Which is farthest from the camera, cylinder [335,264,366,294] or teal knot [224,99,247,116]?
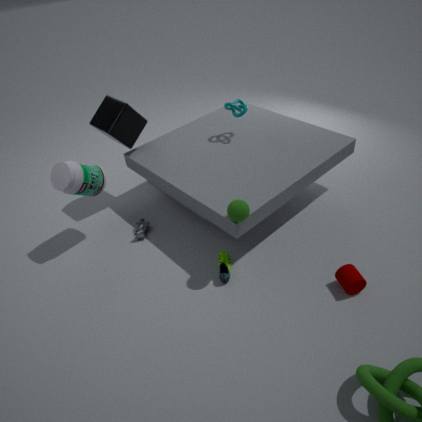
teal knot [224,99,247,116]
